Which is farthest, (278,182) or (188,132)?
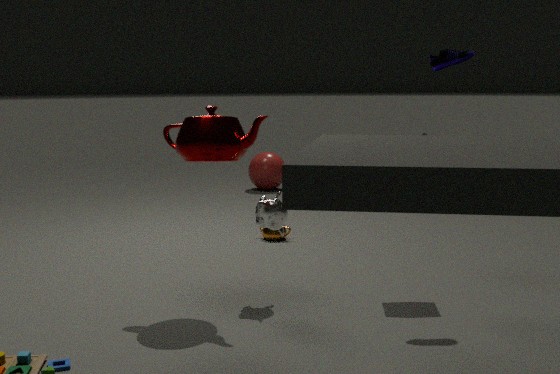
(278,182)
